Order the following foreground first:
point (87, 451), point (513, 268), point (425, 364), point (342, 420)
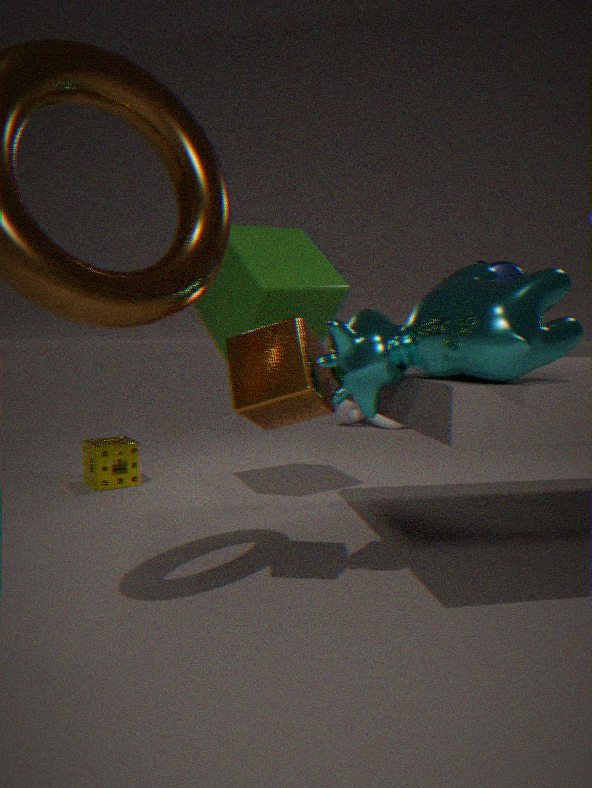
point (425, 364) → point (513, 268) → point (87, 451) → point (342, 420)
